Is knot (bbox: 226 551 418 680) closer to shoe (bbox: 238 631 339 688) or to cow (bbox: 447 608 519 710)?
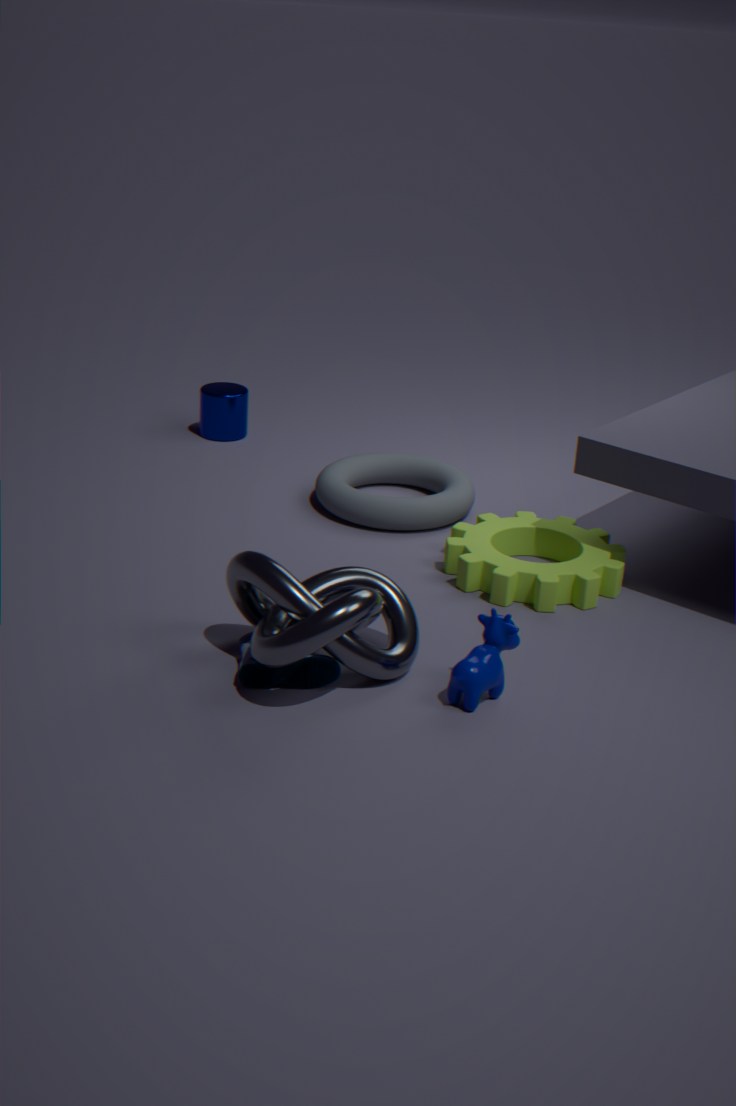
shoe (bbox: 238 631 339 688)
